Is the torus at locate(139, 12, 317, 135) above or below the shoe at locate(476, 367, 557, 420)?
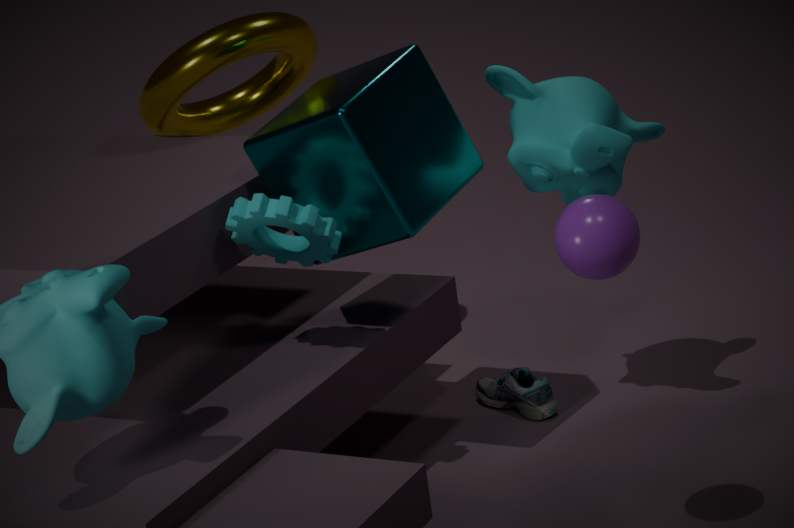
above
